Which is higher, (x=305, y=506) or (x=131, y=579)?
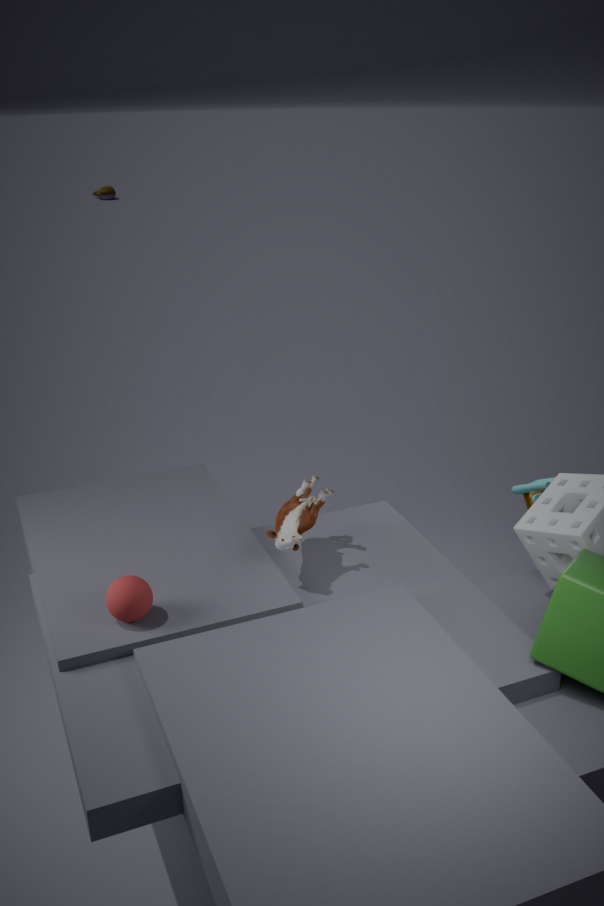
(x=305, y=506)
